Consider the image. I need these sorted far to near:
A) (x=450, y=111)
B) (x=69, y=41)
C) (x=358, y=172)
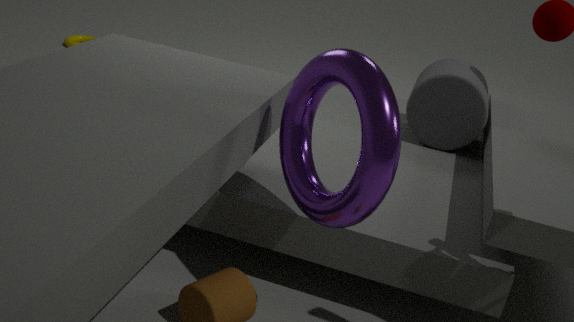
(x=69, y=41) → (x=450, y=111) → (x=358, y=172)
